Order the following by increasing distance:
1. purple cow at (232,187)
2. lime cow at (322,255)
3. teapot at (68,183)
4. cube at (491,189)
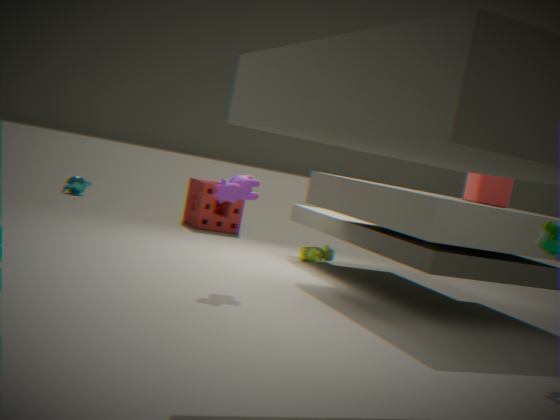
purple cow at (232,187)
cube at (491,189)
lime cow at (322,255)
teapot at (68,183)
